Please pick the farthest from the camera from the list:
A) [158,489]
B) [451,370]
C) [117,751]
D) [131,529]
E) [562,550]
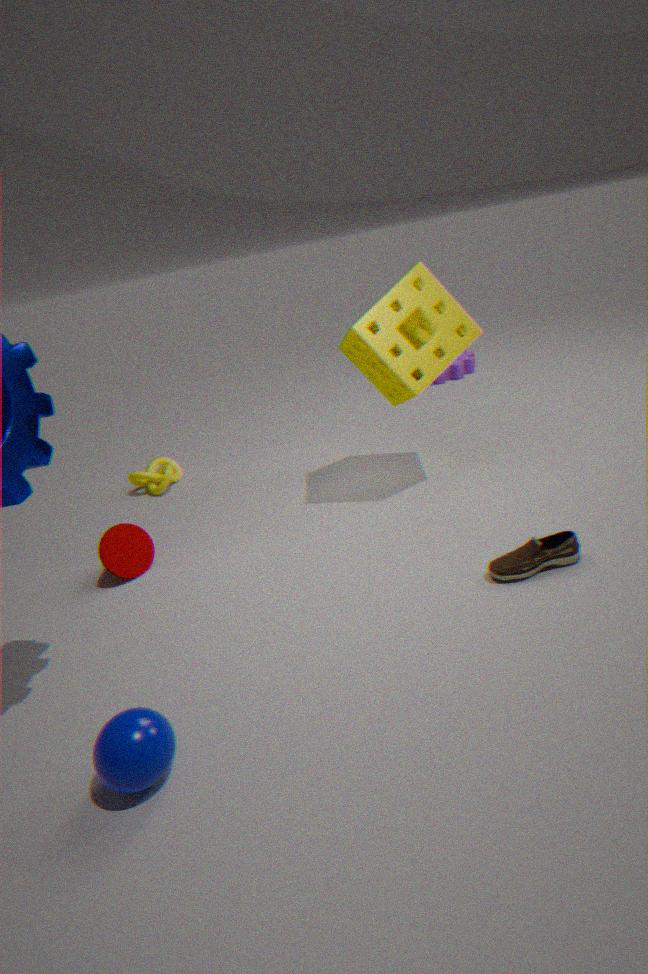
[451,370]
